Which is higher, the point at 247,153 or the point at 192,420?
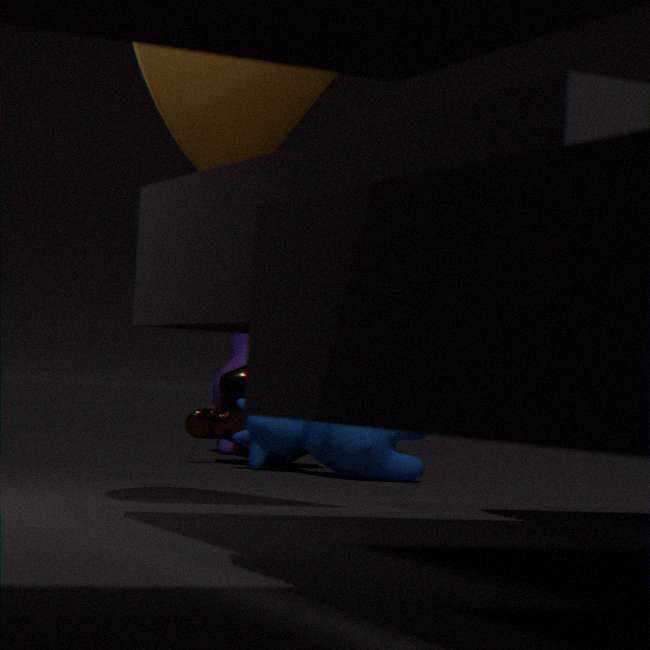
the point at 247,153
